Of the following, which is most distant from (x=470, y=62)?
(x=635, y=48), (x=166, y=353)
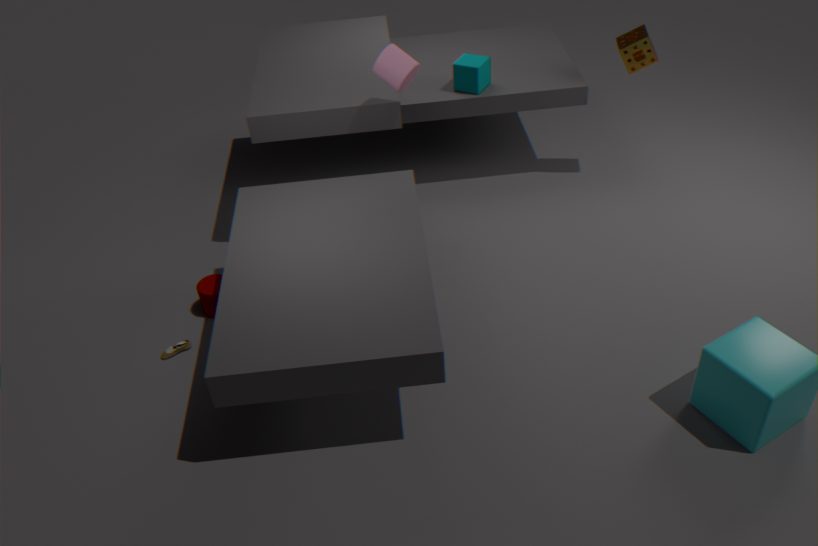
(x=166, y=353)
